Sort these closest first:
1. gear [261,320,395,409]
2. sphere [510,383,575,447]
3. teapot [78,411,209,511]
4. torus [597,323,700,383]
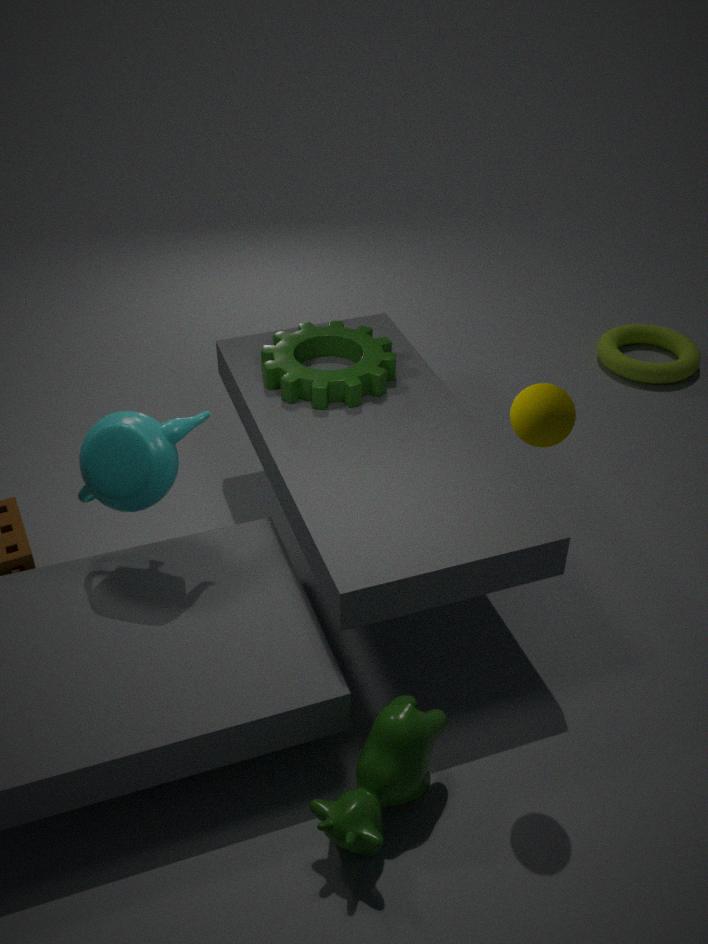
sphere [510,383,575,447]
teapot [78,411,209,511]
gear [261,320,395,409]
torus [597,323,700,383]
